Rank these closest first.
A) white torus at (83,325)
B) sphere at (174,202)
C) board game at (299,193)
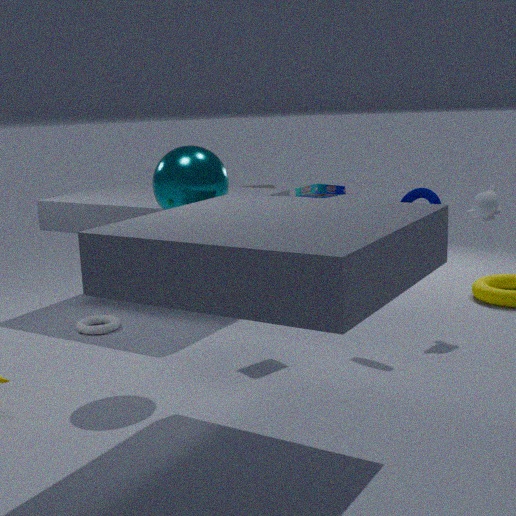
1. sphere at (174,202)
2. board game at (299,193)
3. white torus at (83,325)
